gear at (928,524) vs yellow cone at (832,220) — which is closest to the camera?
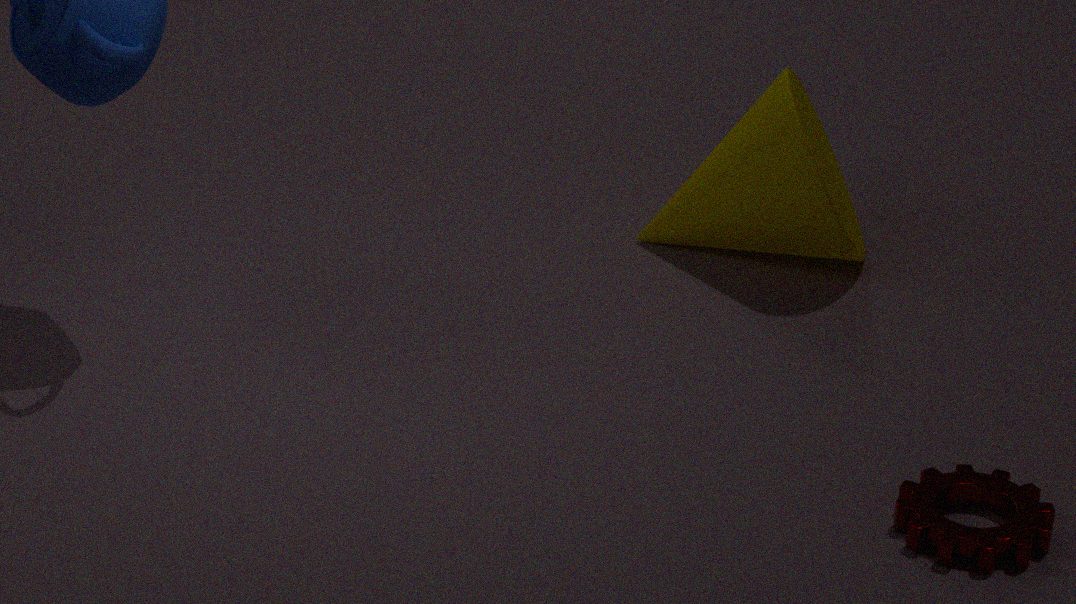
gear at (928,524)
